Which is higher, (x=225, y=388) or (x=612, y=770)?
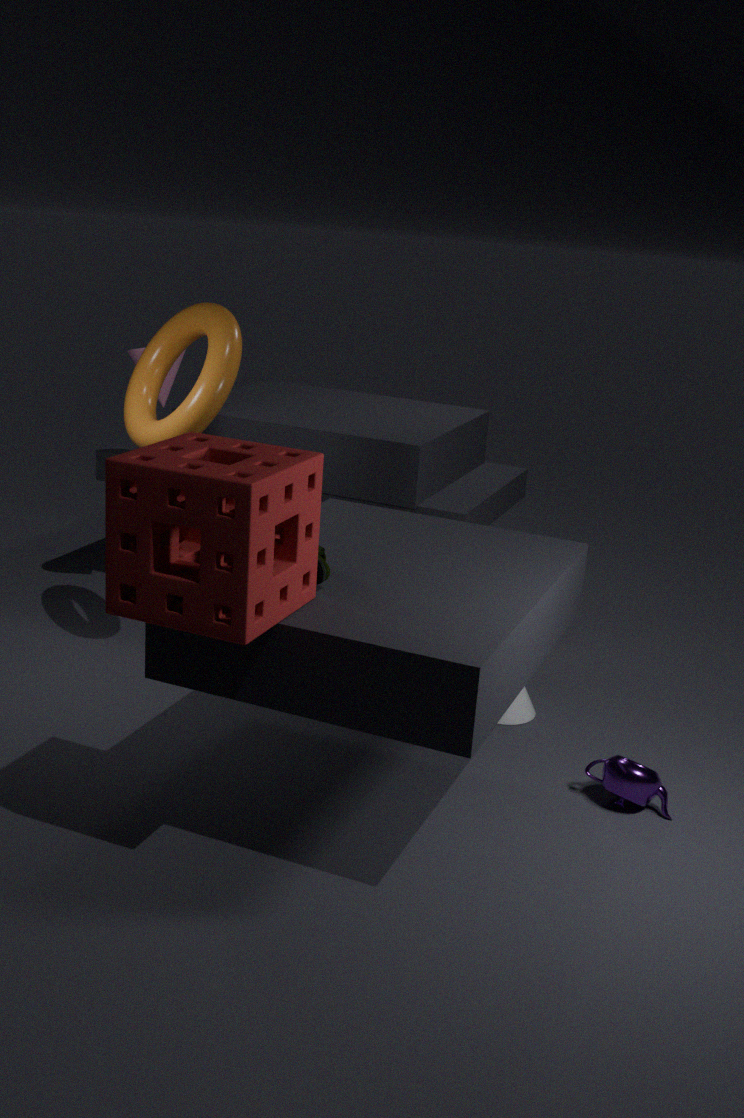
(x=225, y=388)
